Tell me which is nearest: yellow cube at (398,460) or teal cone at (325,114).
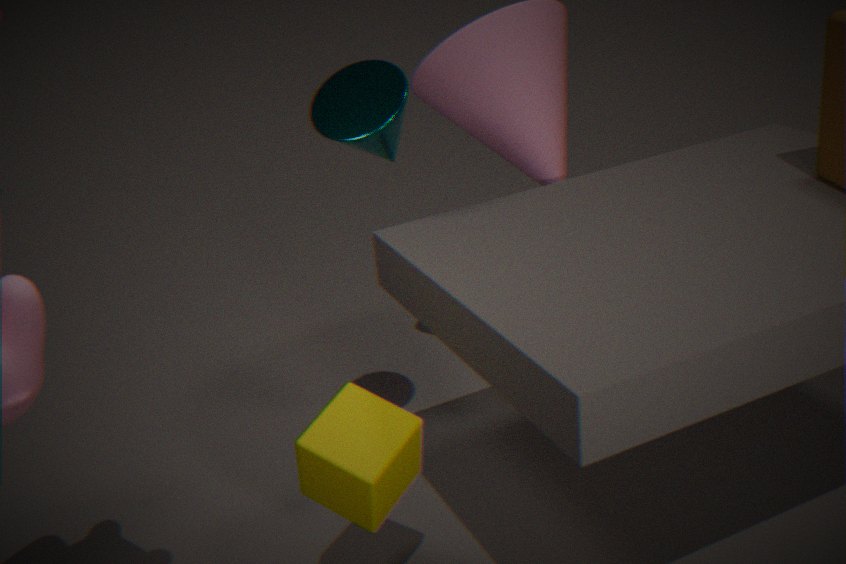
yellow cube at (398,460)
